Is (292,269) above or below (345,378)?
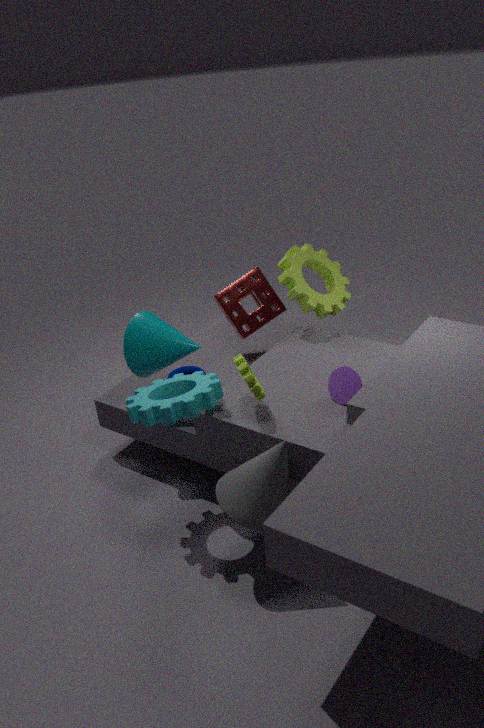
above
